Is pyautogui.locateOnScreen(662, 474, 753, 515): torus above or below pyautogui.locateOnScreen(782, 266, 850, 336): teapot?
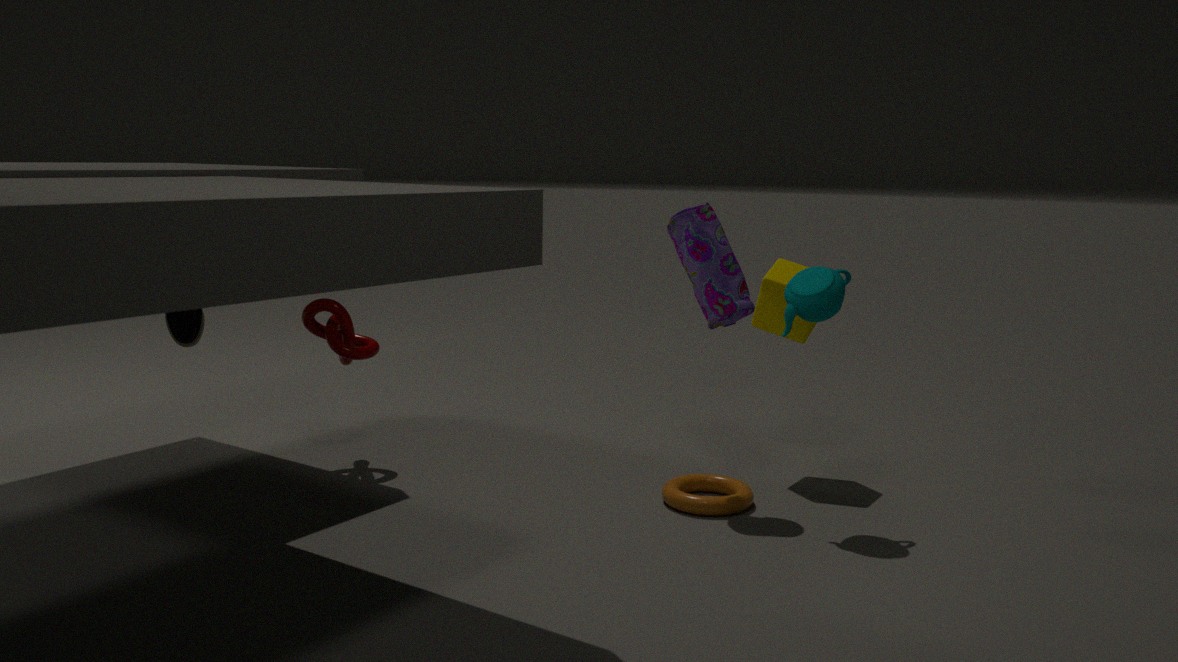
below
